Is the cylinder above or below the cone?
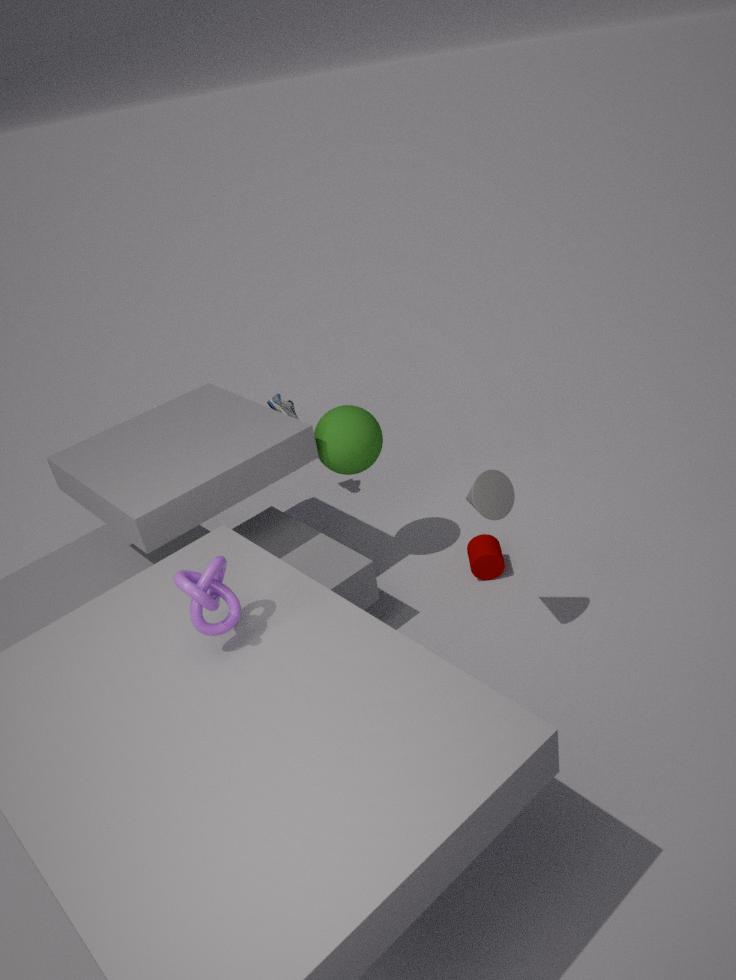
below
